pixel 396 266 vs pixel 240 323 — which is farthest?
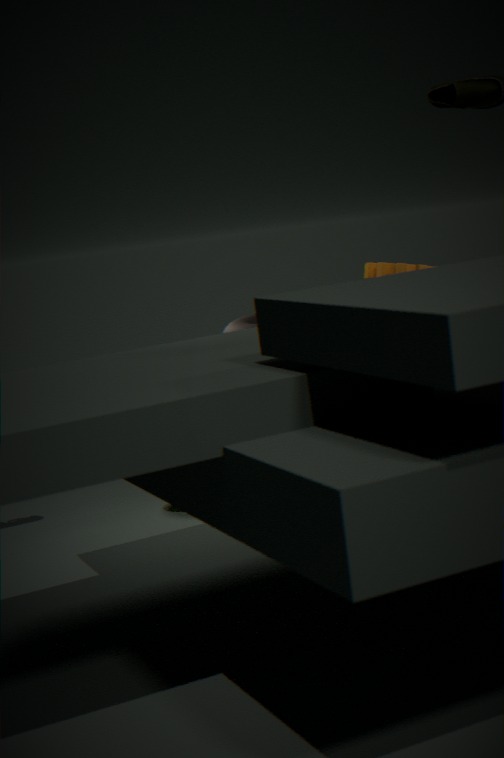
pixel 396 266
